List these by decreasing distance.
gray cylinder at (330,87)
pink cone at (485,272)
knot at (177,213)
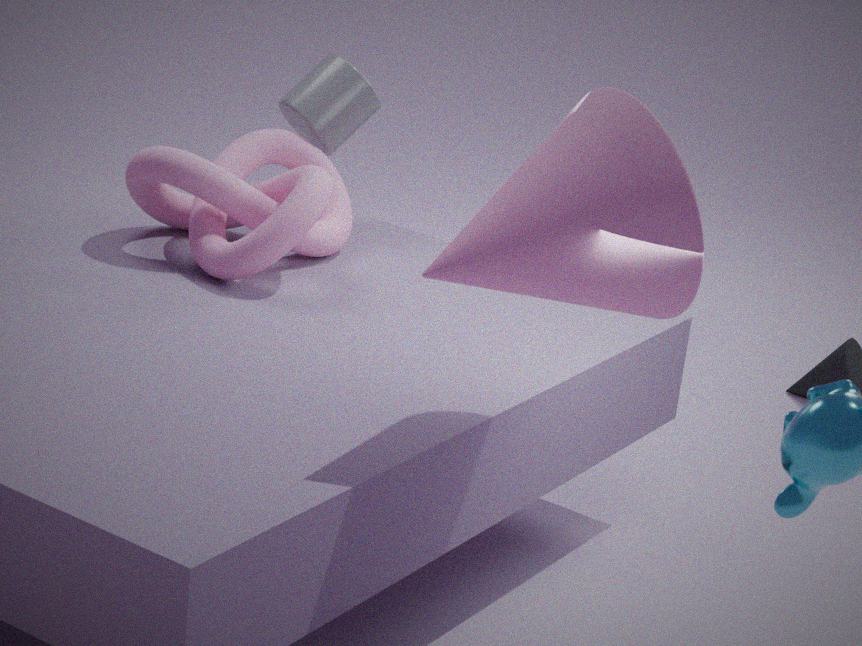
1. gray cylinder at (330,87)
2. knot at (177,213)
3. pink cone at (485,272)
